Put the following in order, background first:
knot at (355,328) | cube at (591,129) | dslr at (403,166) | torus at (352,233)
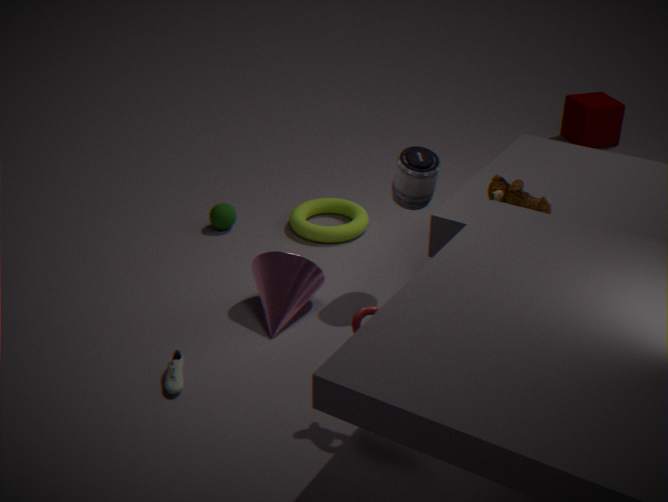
cube at (591,129) < torus at (352,233) < dslr at (403,166) < knot at (355,328)
